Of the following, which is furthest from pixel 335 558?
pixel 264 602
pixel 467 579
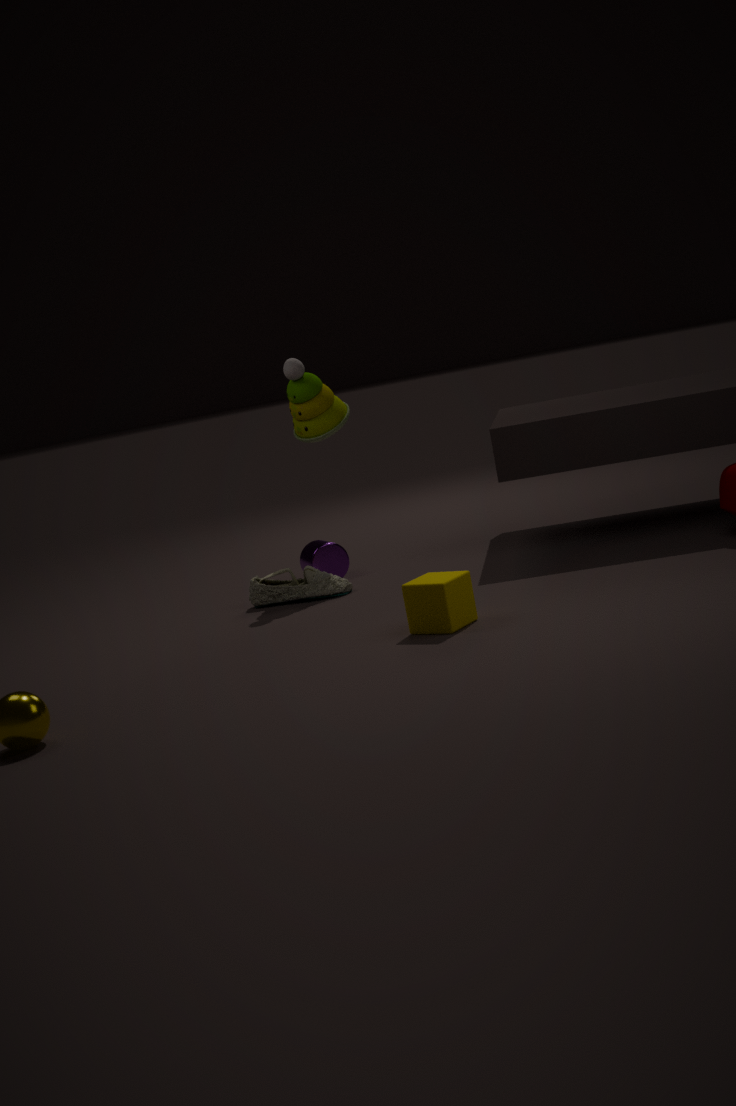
pixel 467 579
